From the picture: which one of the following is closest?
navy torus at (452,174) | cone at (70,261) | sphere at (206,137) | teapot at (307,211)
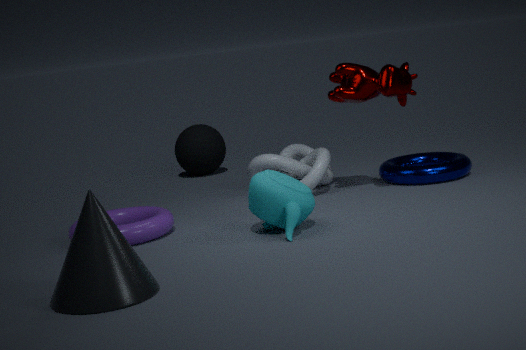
cone at (70,261)
